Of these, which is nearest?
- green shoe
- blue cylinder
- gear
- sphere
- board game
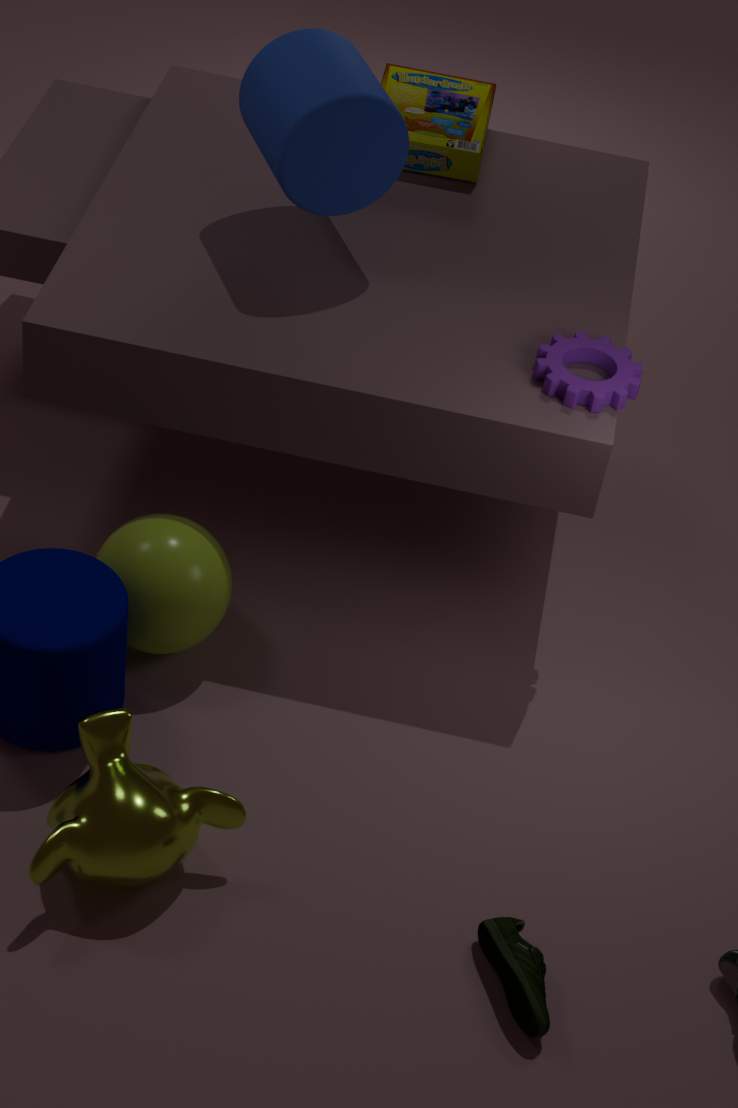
green shoe
